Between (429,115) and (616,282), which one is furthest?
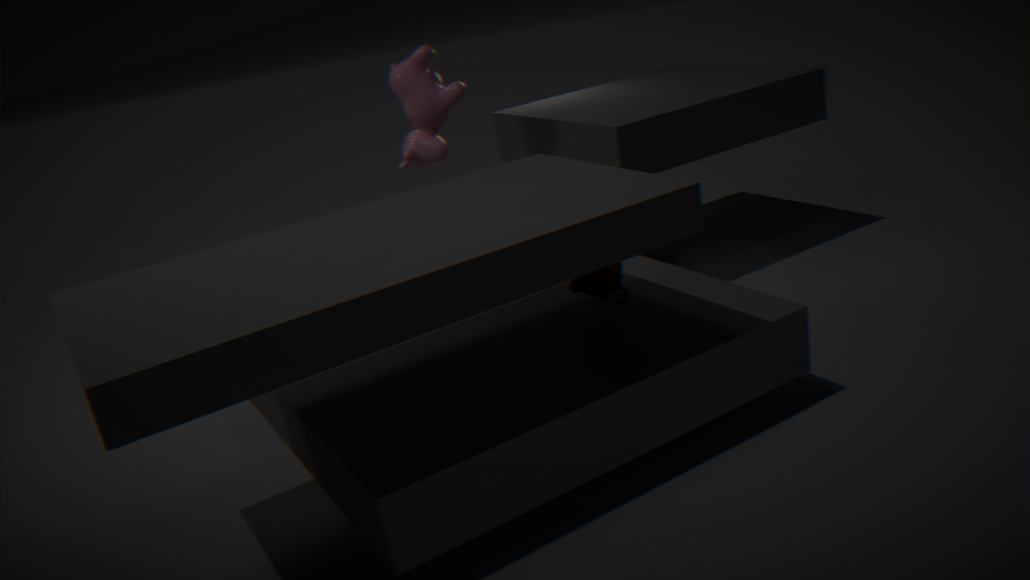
(429,115)
